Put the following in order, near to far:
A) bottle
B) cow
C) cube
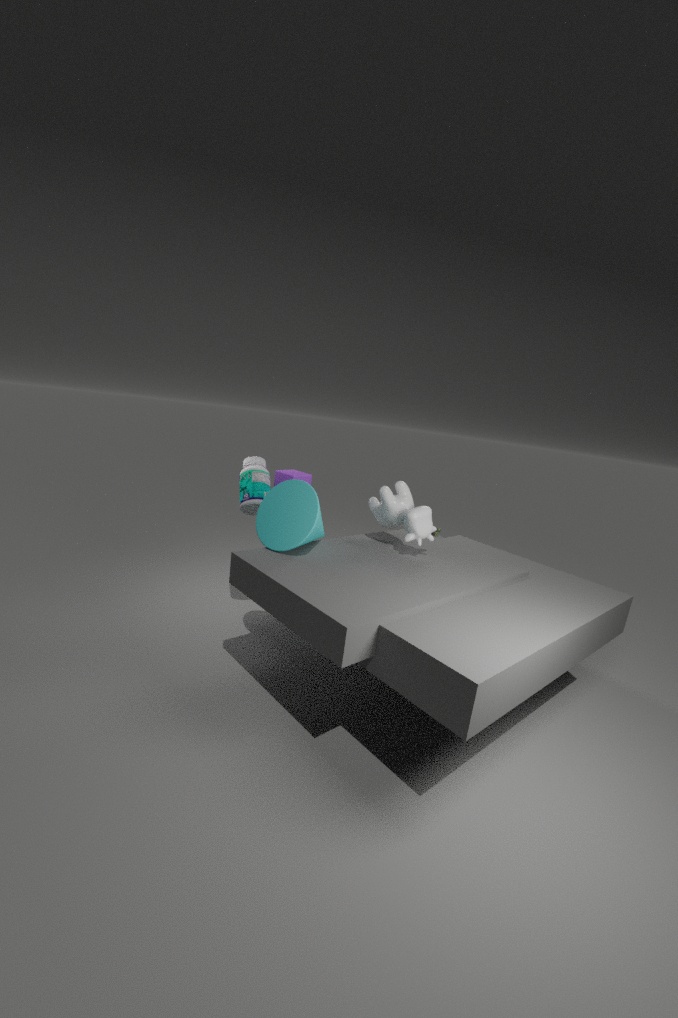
cow < cube < bottle
